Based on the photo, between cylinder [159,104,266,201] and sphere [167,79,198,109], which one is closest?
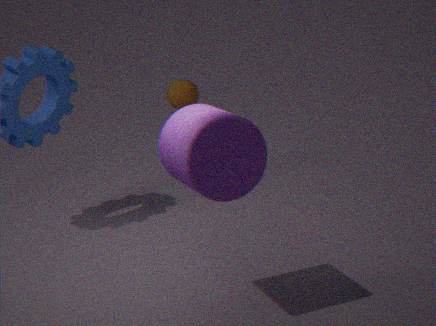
cylinder [159,104,266,201]
